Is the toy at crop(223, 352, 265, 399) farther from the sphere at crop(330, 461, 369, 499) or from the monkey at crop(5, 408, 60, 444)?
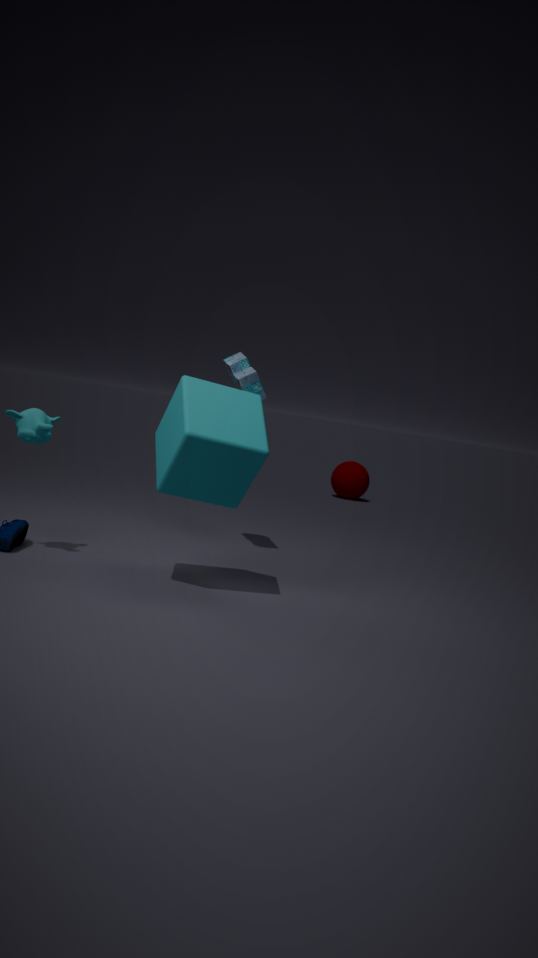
the sphere at crop(330, 461, 369, 499)
